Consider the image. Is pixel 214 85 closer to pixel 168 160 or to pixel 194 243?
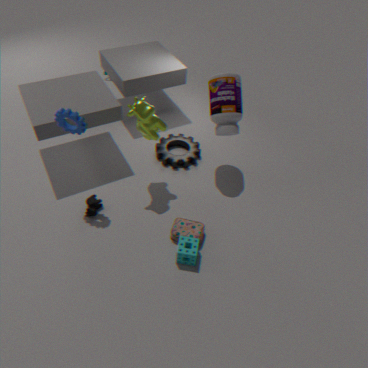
pixel 168 160
